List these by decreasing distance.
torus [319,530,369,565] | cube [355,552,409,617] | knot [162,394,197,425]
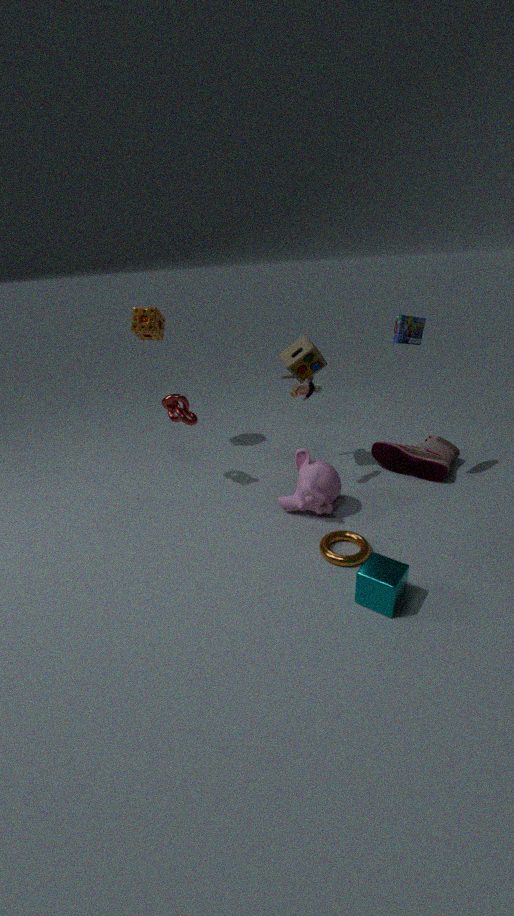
knot [162,394,197,425]
torus [319,530,369,565]
cube [355,552,409,617]
